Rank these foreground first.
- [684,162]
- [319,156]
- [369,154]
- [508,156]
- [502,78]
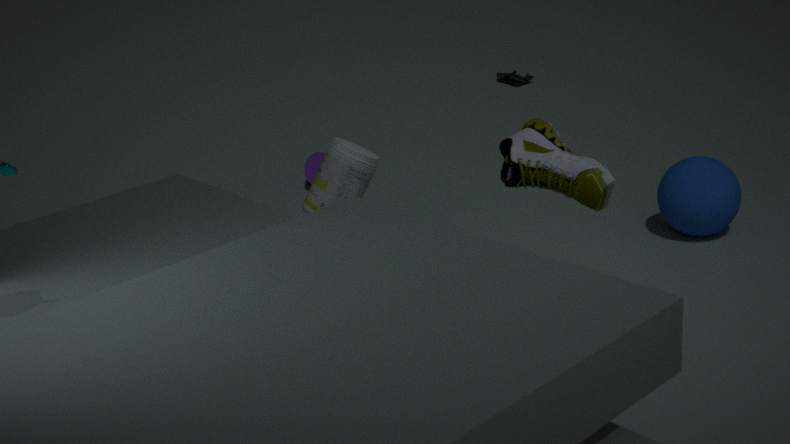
[508,156]
[369,154]
[684,162]
[319,156]
[502,78]
